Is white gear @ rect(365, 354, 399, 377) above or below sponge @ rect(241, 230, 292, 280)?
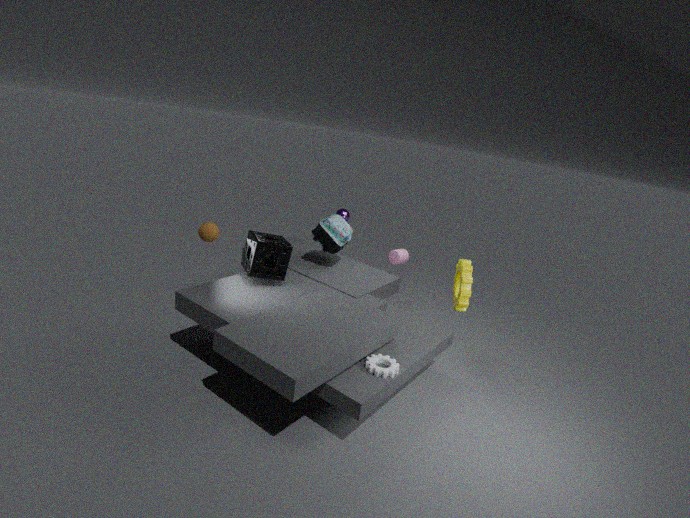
below
